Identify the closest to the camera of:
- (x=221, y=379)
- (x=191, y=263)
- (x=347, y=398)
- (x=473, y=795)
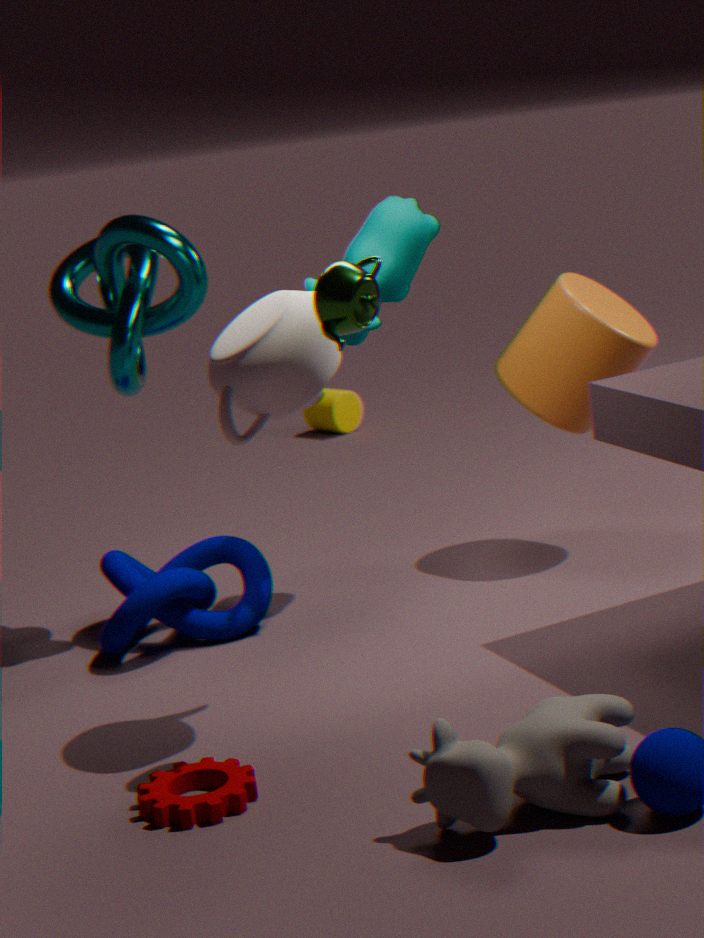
(x=473, y=795)
